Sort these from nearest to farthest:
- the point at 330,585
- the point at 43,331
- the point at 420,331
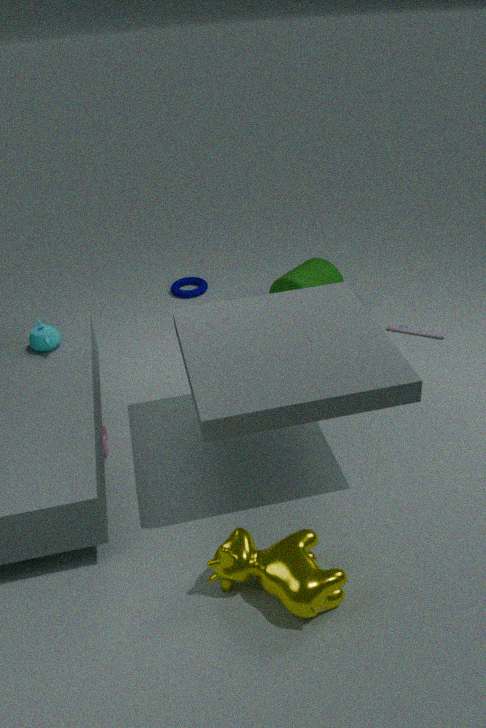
the point at 330,585
the point at 43,331
the point at 420,331
